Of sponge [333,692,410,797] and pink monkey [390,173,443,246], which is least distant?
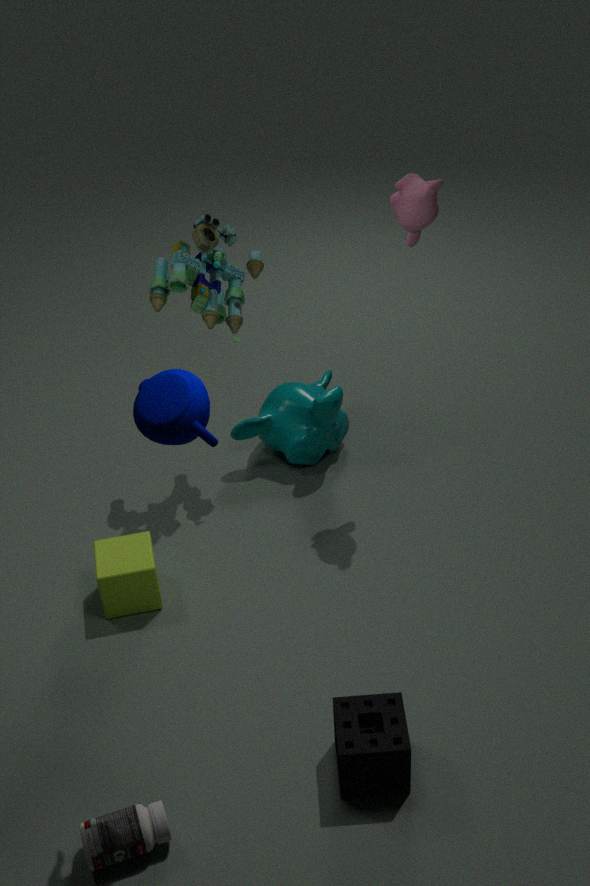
sponge [333,692,410,797]
